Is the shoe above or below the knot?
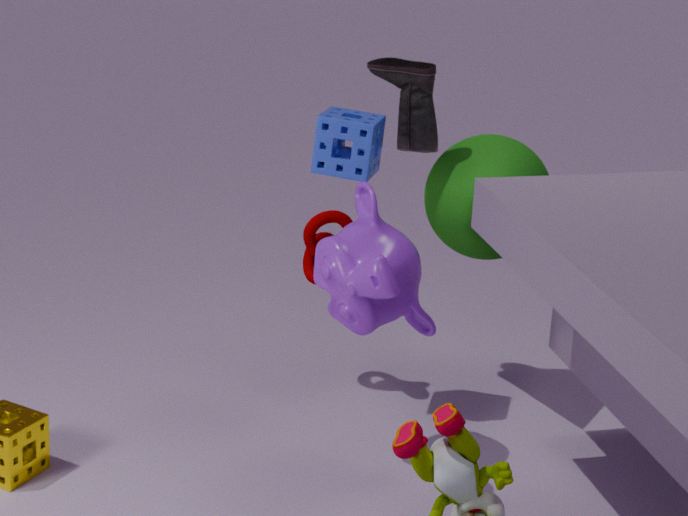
above
